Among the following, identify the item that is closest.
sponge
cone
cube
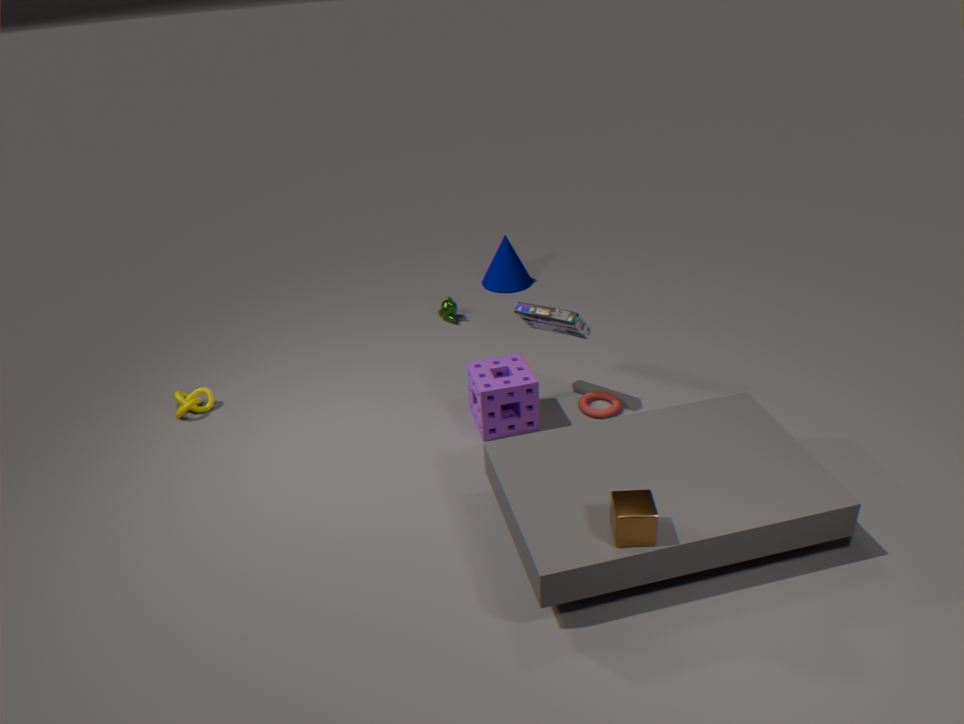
cube
